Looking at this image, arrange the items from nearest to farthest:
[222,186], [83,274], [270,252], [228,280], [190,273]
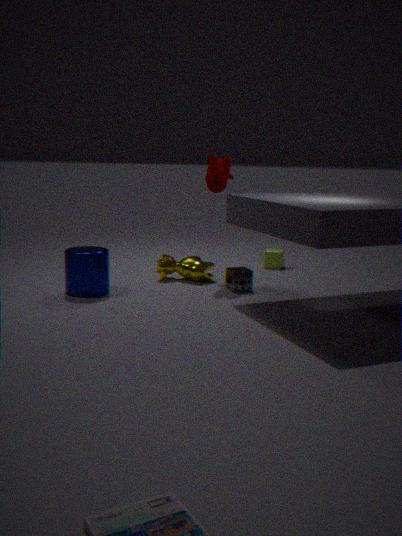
[83,274] < [228,280] < [222,186] < [190,273] < [270,252]
